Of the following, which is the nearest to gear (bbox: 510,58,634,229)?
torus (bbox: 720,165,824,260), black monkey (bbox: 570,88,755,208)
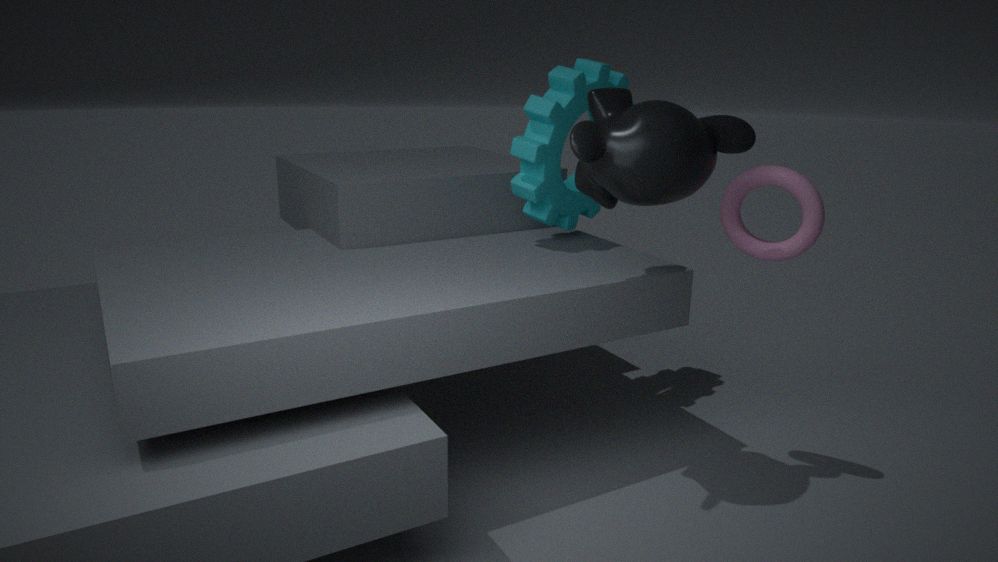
black monkey (bbox: 570,88,755,208)
